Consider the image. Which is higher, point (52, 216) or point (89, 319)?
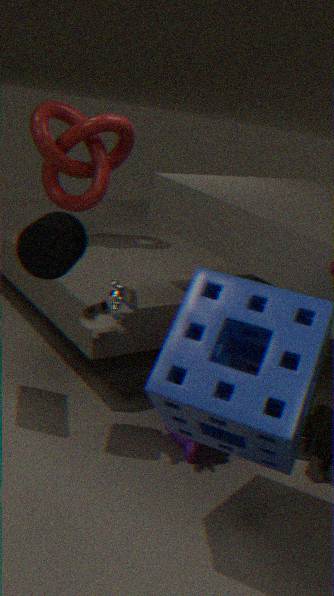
point (52, 216)
